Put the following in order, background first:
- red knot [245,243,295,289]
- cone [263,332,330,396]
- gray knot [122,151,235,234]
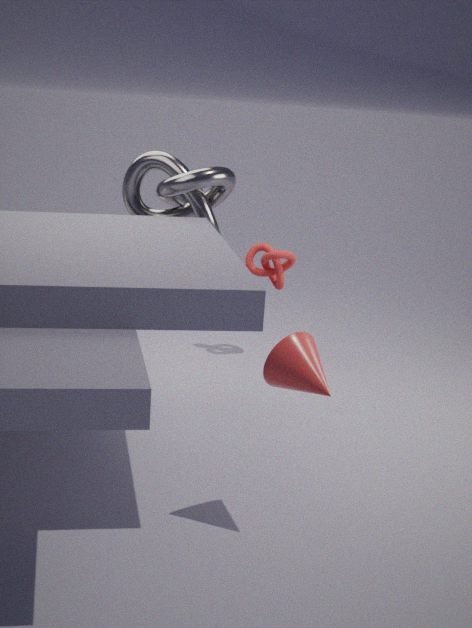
red knot [245,243,295,289] < gray knot [122,151,235,234] < cone [263,332,330,396]
